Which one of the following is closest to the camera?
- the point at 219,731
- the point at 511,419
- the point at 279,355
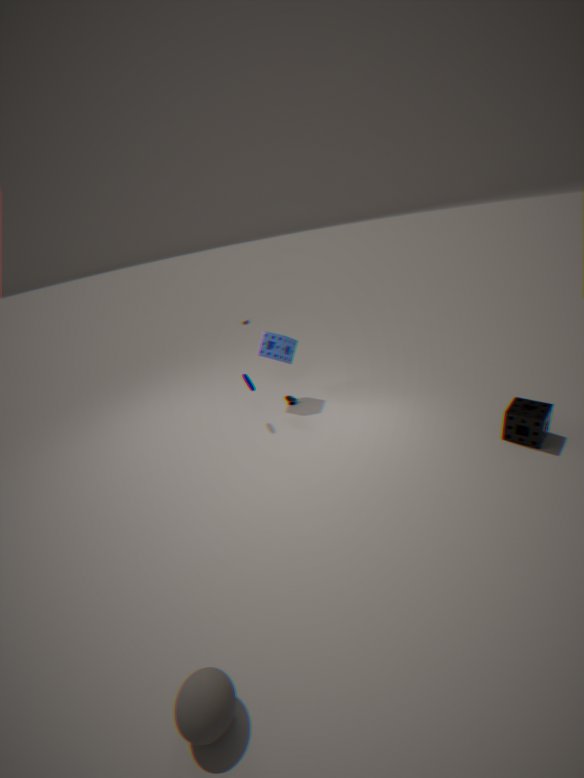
the point at 219,731
